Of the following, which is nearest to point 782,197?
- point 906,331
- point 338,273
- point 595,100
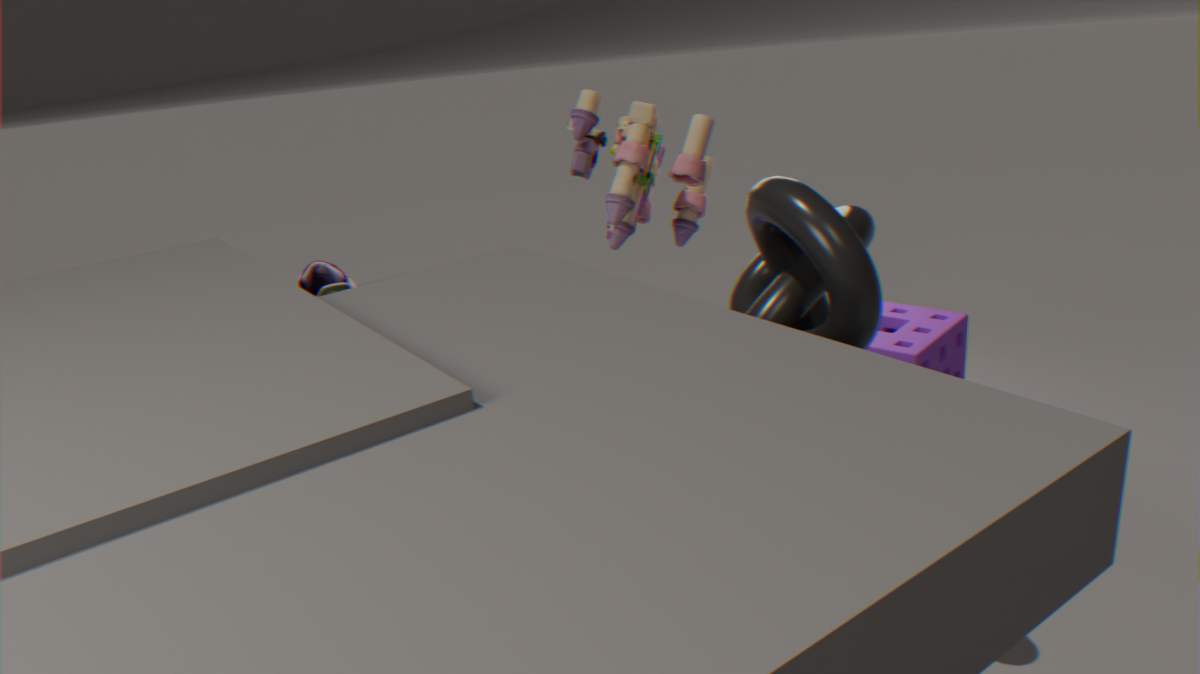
point 595,100
